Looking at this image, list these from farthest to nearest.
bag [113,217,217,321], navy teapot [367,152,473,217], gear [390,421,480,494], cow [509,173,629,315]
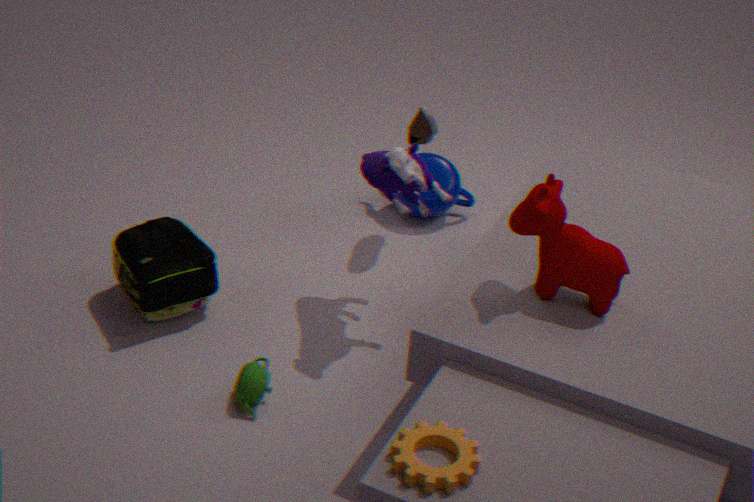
1. navy teapot [367,152,473,217]
2. bag [113,217,217,321]
3. cow [509,173,629,315]
4. gear [390,421,480,494]
